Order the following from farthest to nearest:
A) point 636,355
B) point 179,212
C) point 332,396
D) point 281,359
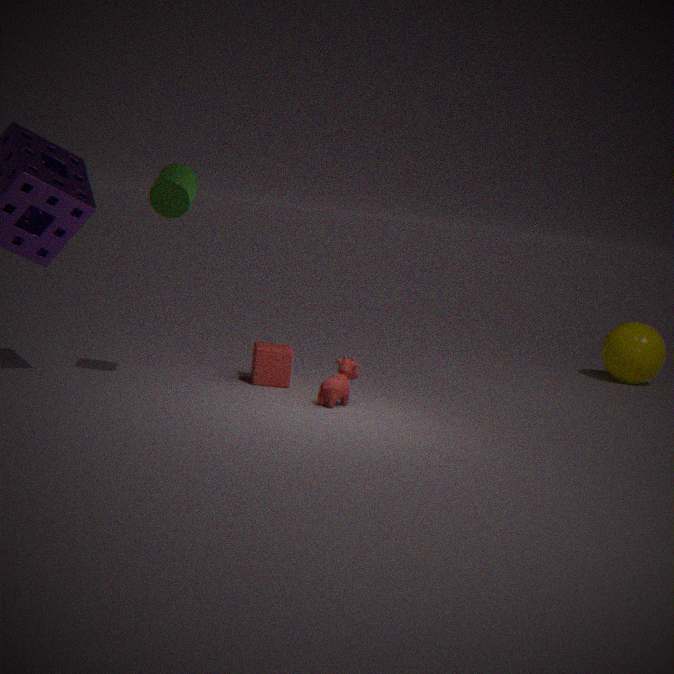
point 636,355
point 281,359
point 332,396
point 179,212
